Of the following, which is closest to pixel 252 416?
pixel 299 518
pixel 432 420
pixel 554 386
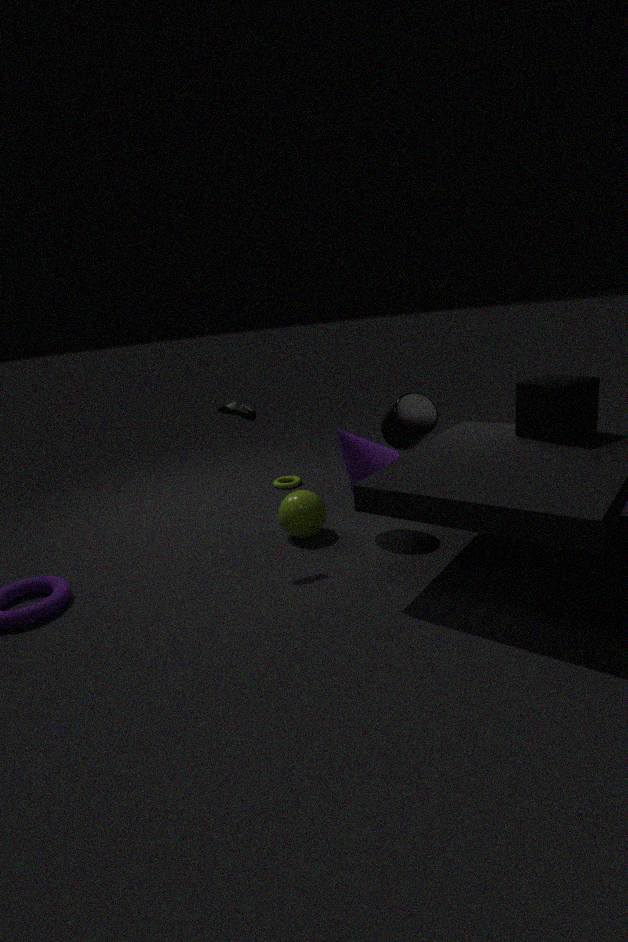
pixel 299 518
